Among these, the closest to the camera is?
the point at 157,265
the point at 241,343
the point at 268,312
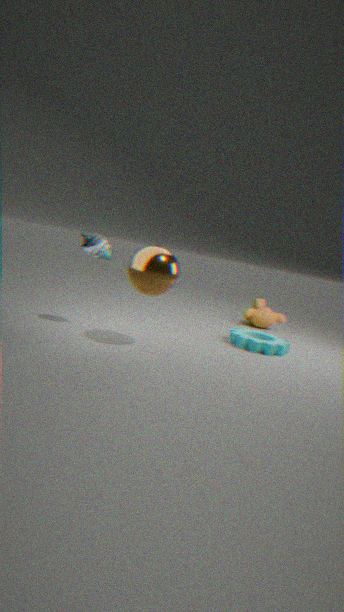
the point at 157,265
